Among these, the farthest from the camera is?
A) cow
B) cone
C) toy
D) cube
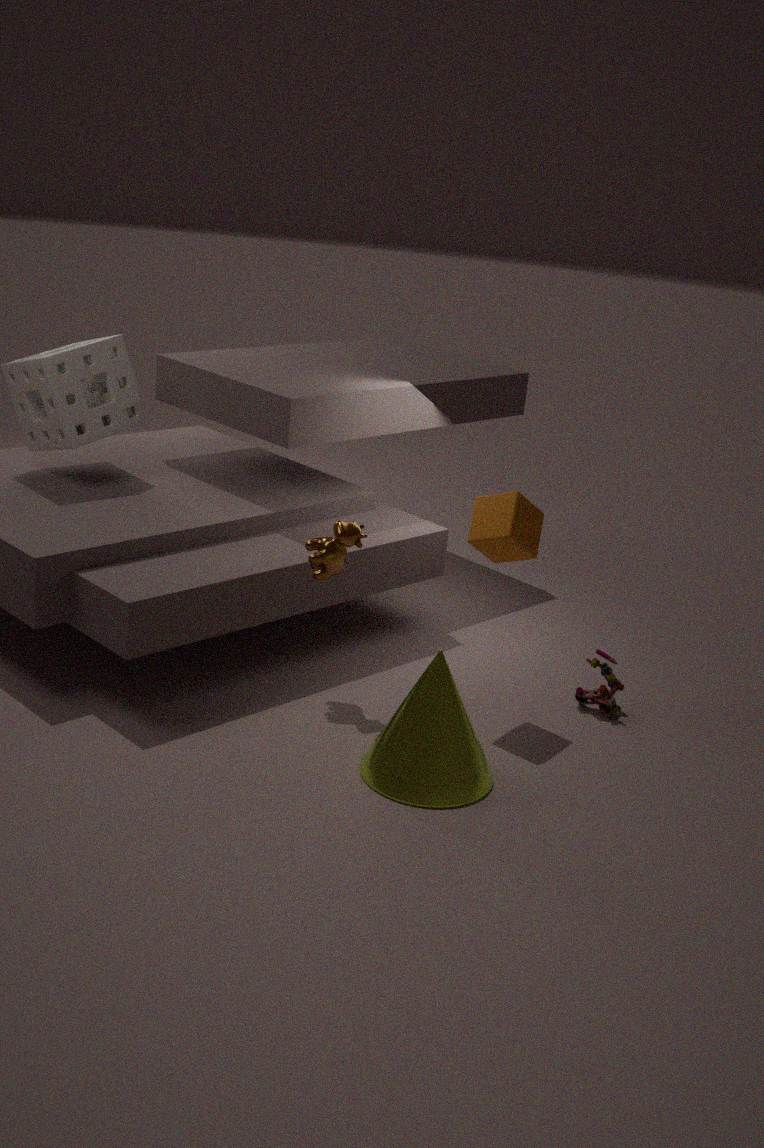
toy
